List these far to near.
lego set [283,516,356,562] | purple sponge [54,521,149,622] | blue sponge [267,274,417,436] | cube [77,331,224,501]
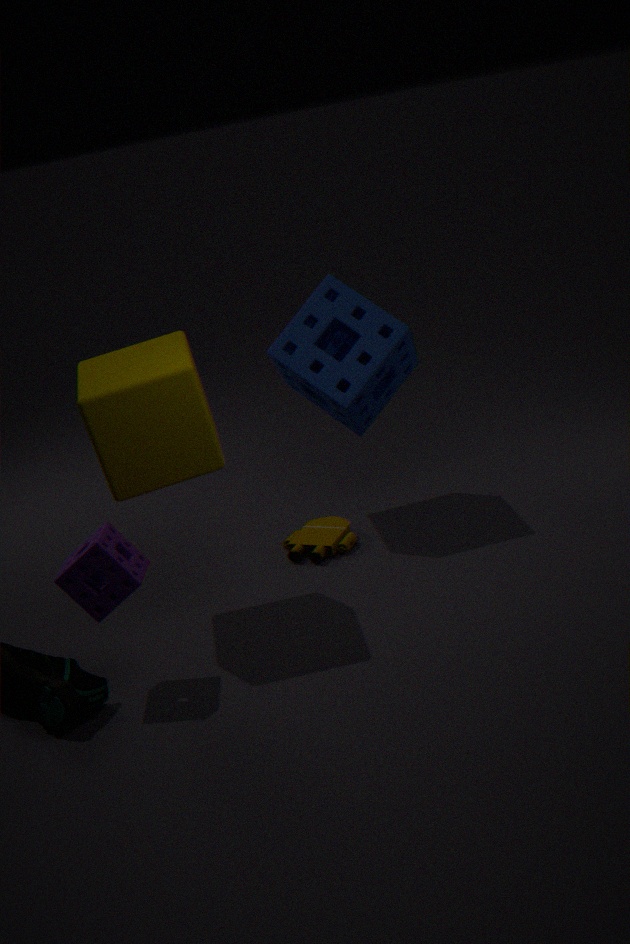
lego set [283,516,356,562] < blue sponge [267,274,417,436] < cube [77,331,224,501] < purple sponge [54,521,149,622]
